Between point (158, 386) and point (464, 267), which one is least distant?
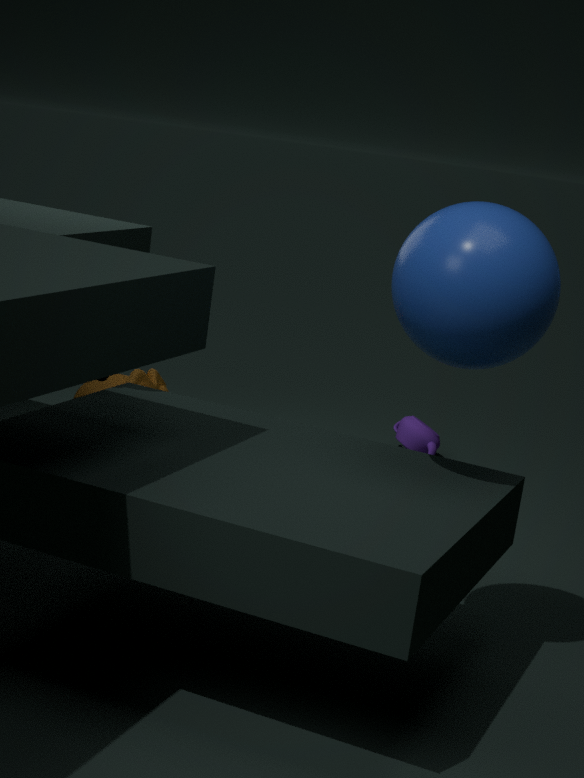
point (464, 267)
